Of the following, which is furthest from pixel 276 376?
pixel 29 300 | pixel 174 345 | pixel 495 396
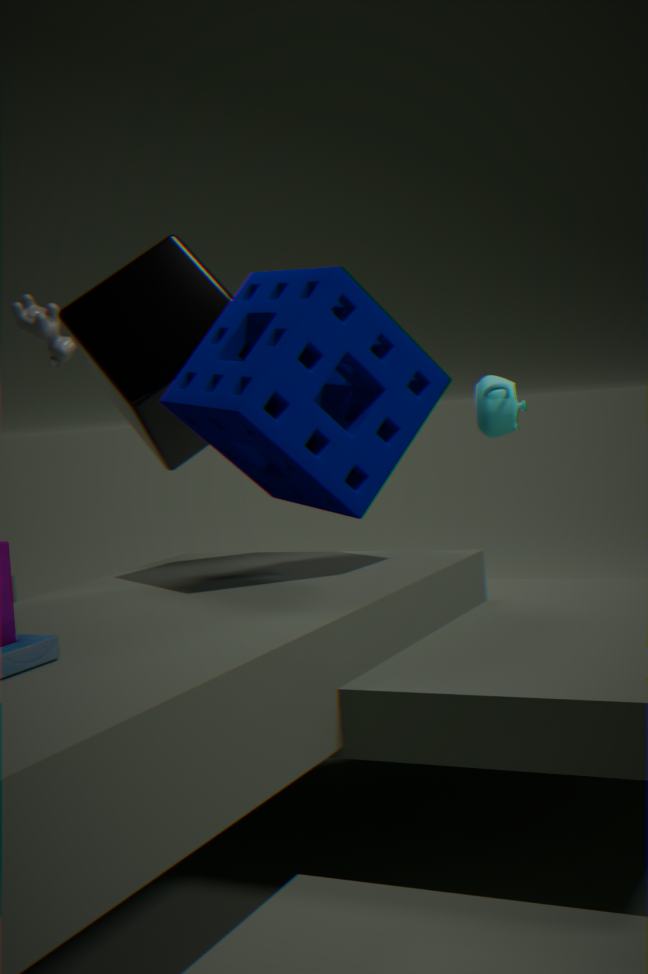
pixel 29 300
